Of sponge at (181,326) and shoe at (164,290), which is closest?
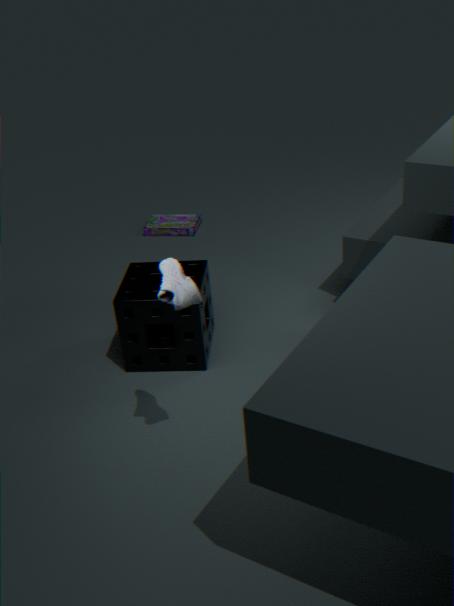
shoe at (164,290)
